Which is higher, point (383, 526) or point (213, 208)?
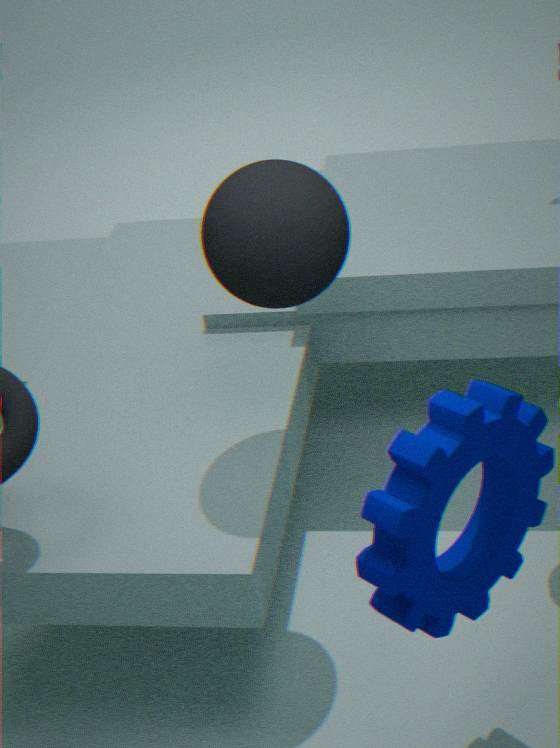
point (213, 208)
